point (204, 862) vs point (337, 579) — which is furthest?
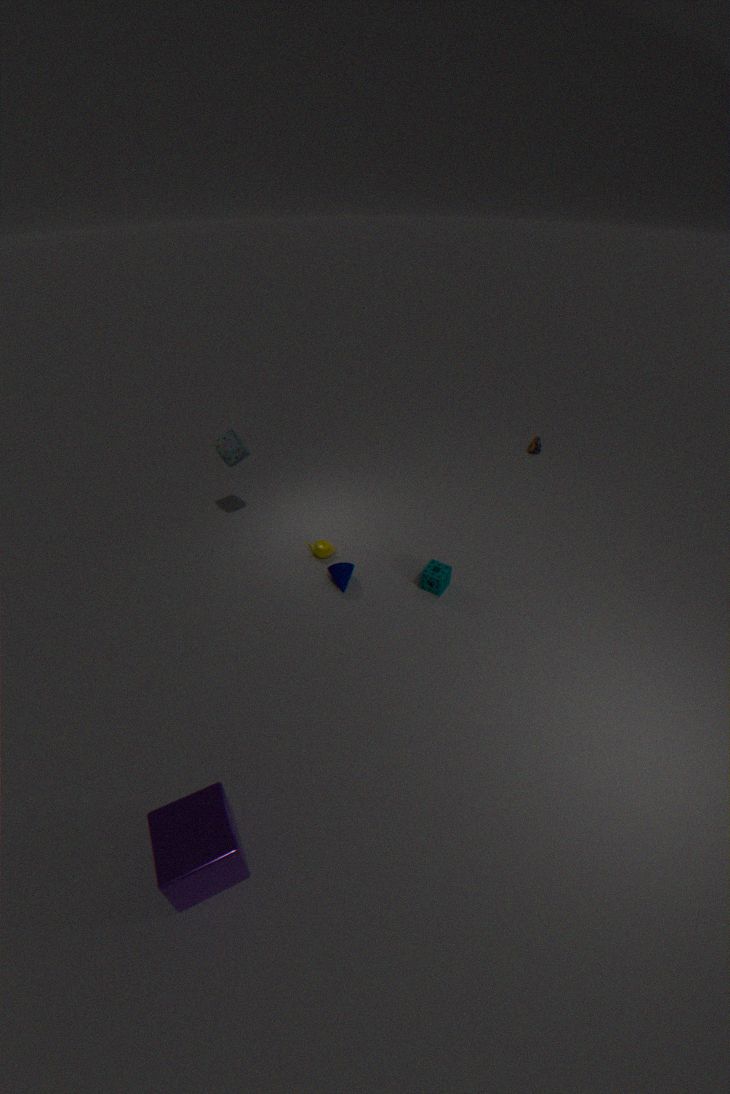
point (337, 579)
